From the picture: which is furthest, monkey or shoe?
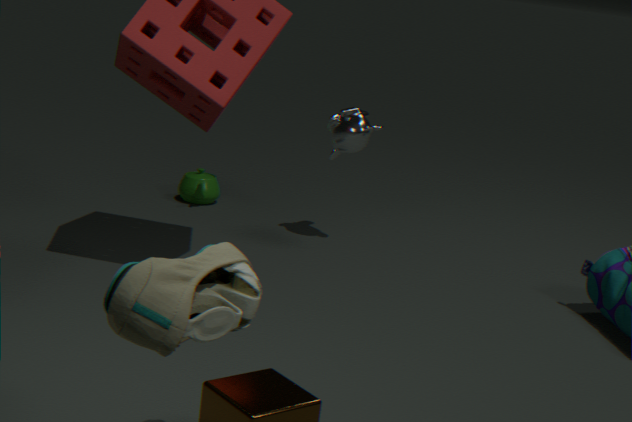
monkey
